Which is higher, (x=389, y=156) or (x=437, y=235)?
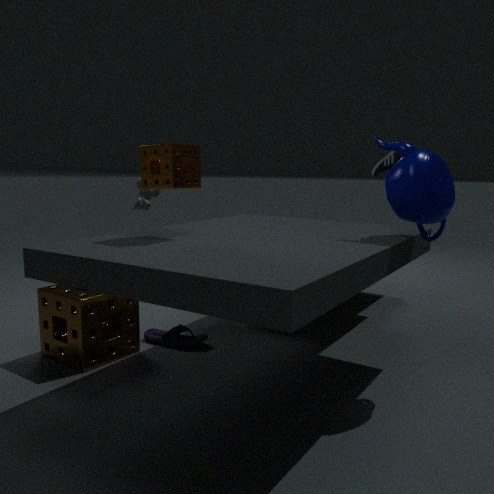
(x=389, y=156)
